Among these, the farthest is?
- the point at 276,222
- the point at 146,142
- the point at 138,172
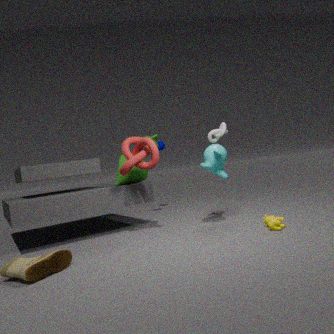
the point at 138,172
